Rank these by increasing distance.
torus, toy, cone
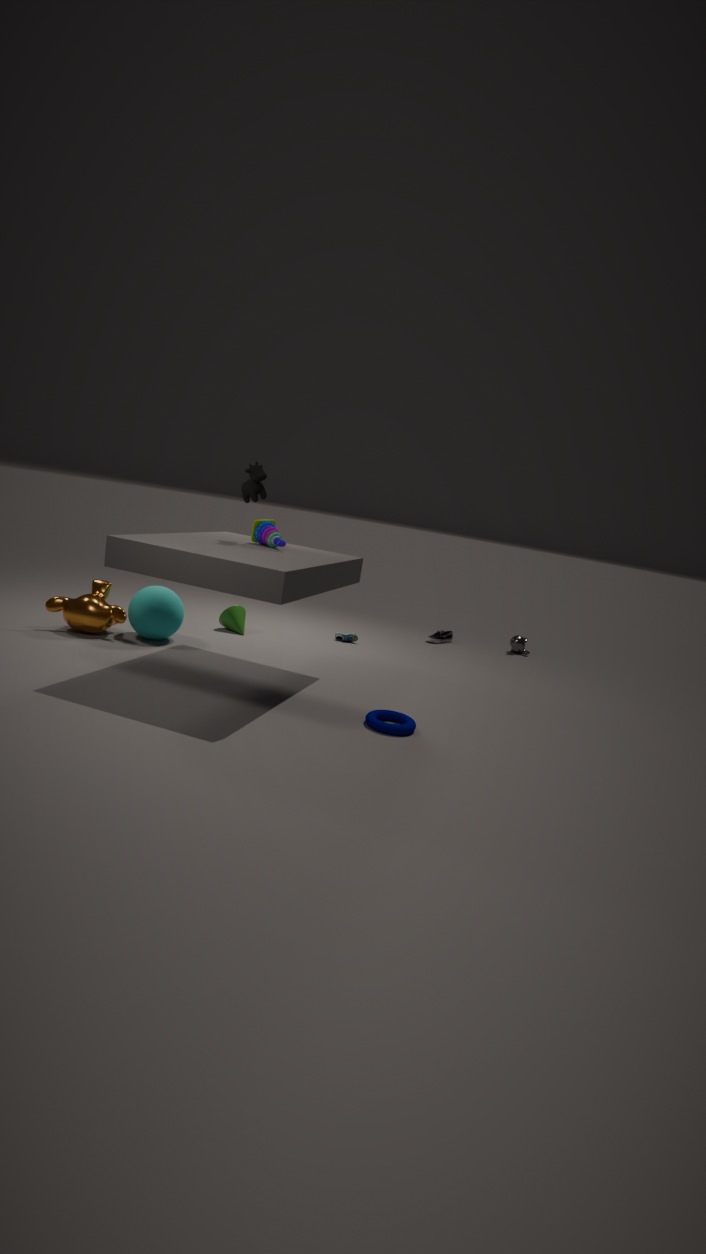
torus
toy
cone
